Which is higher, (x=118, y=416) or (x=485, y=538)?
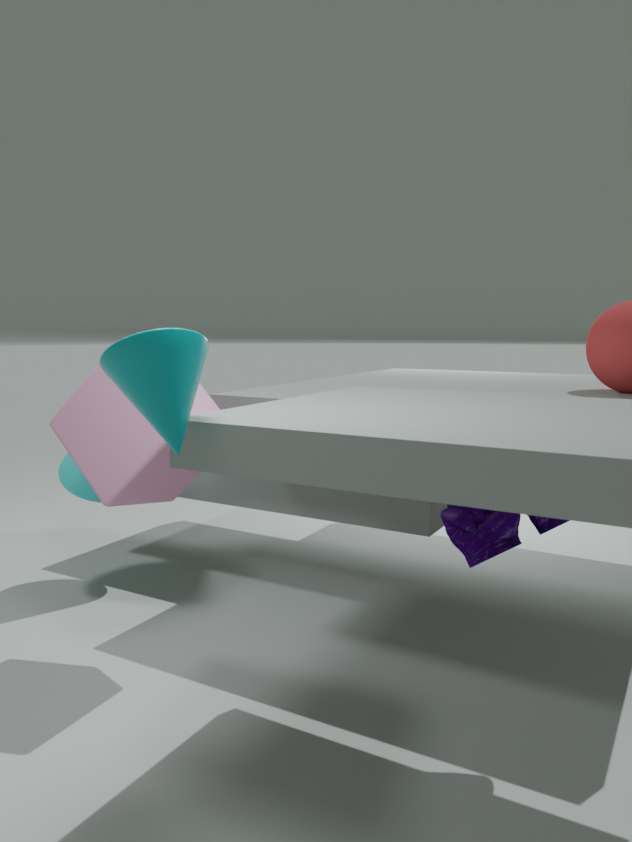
(x=118, y=416)
